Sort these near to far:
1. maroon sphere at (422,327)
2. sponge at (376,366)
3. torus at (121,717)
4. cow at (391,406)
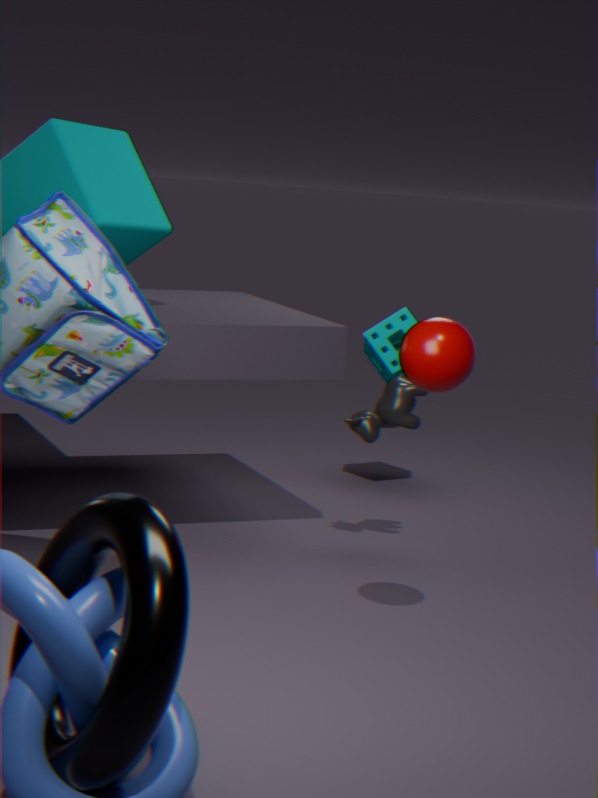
1. torus at (121,717)
2. maroon sphere at (422,327)
3. cow at (391,406)
4. sponge at (376,366)
